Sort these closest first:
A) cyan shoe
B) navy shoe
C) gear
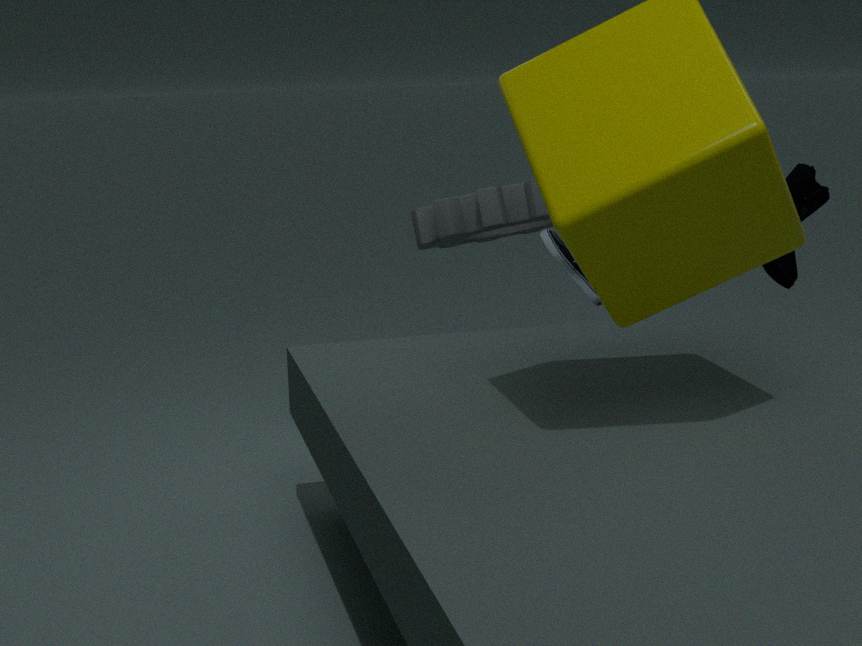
cyan shoe
gear
navy shoe
